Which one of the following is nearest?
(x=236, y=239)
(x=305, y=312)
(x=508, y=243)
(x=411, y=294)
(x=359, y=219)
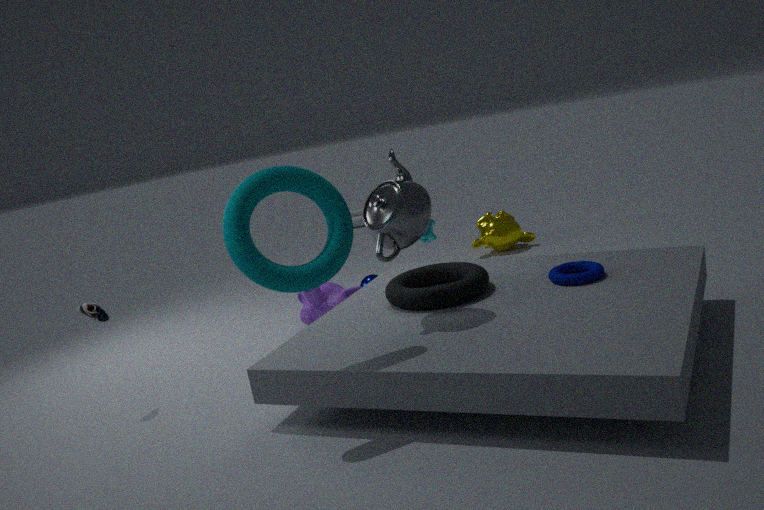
(x=236, y=239)
